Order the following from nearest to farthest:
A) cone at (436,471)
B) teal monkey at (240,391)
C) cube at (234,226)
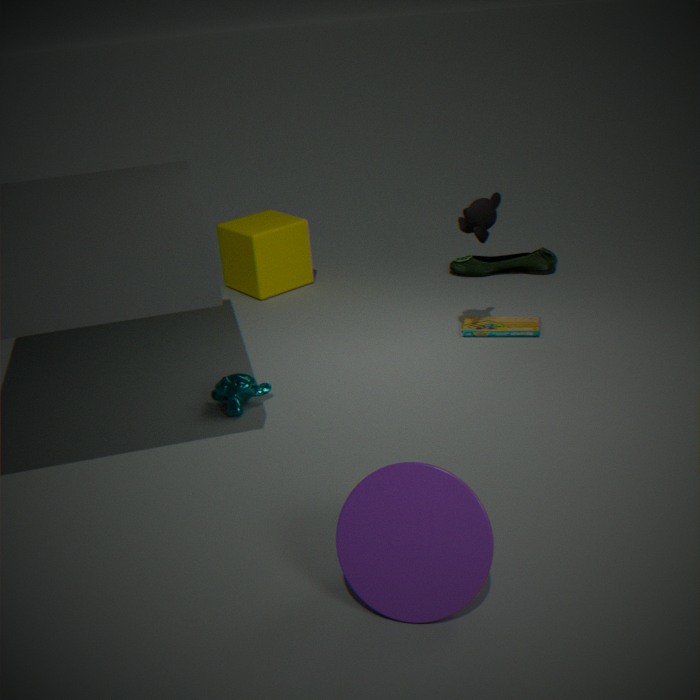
1. cone at (436,471)
2. teal monkey at (240,391)
3. cube at (234,226)
